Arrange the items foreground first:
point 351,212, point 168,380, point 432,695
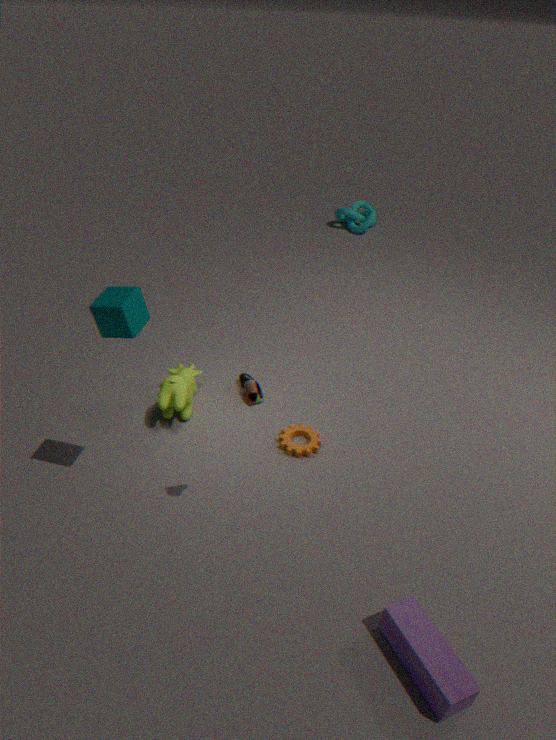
point 432,695 < point 168,380 < point 351,212
